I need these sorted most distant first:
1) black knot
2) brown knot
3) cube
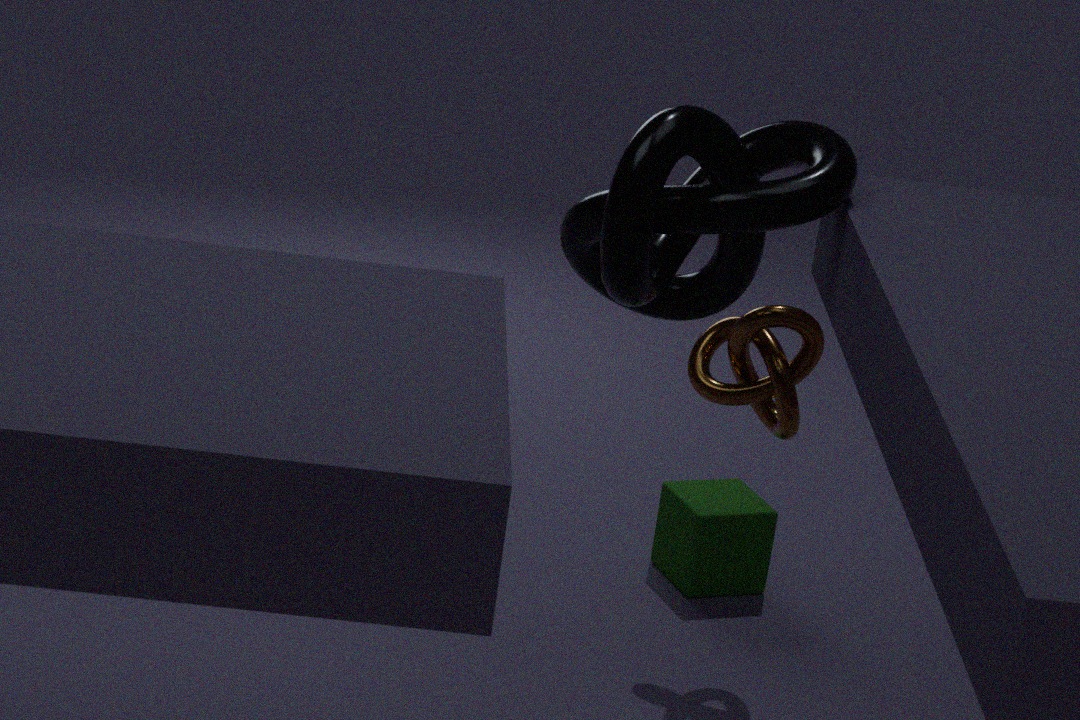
3. cube
2. brown knot
1. black knot
